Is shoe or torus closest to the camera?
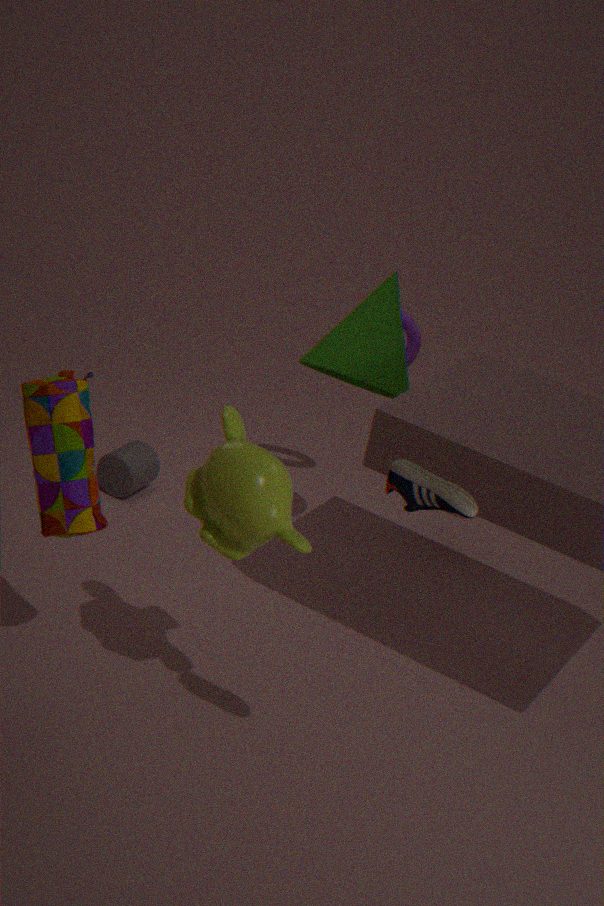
shoe
